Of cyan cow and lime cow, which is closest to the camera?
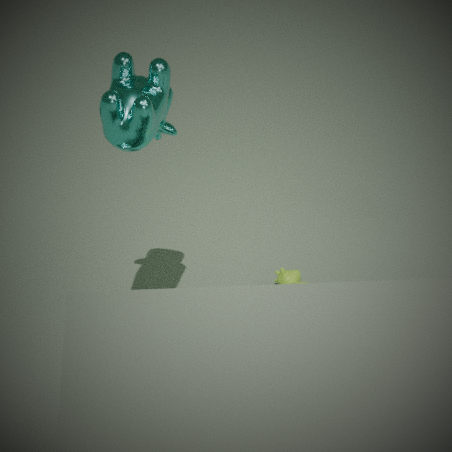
cyan cow
